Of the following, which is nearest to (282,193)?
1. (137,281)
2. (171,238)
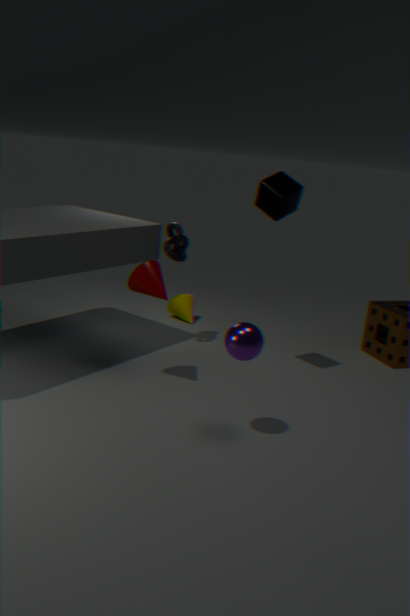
(171,238)
